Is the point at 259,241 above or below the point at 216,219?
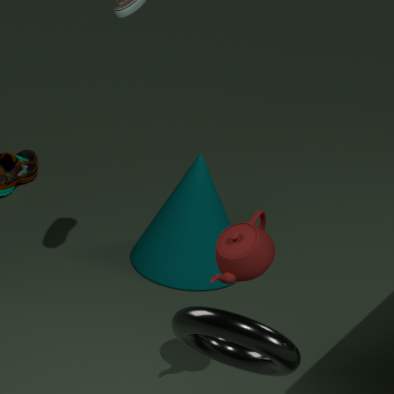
above
